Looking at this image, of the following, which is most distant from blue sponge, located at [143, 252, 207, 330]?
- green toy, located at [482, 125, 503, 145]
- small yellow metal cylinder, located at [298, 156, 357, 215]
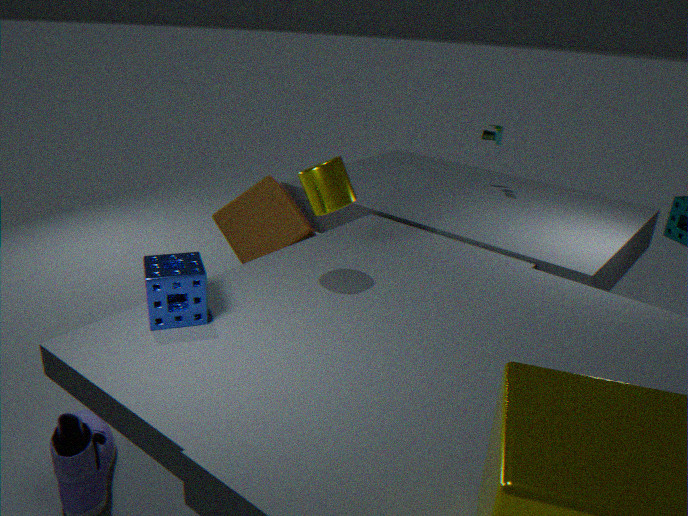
green toy, located at [482, 125, 503, 145]
